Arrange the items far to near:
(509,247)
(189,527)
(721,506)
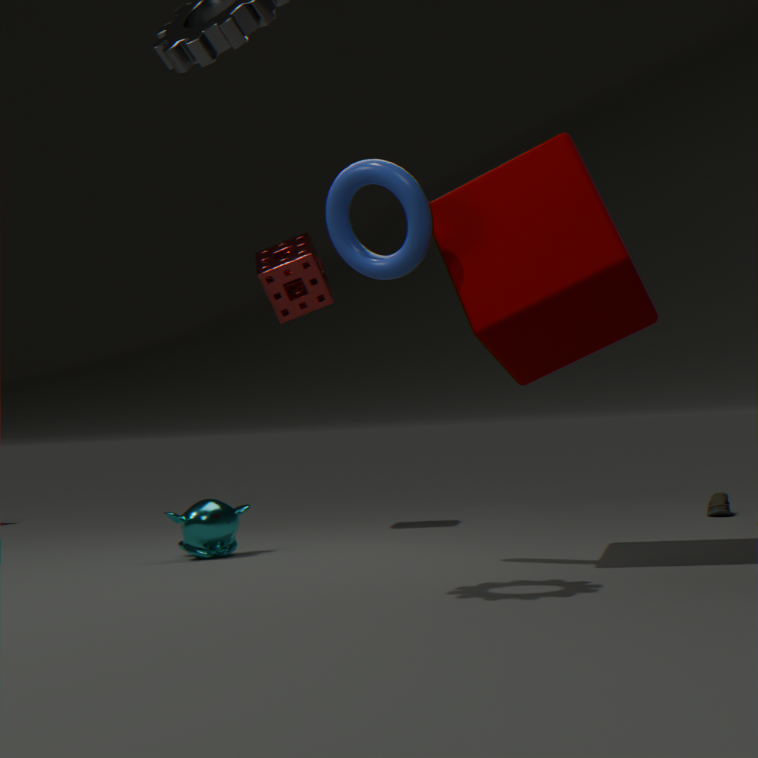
1. (721,506)
2. (189,527)
3. (509,247)
